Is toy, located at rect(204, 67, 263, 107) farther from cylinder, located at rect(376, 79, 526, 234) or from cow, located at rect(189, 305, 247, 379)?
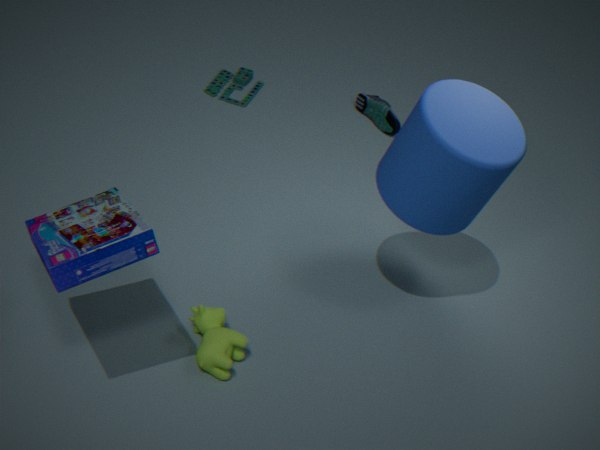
cow, located at rect(189, 305, 247, 379)
